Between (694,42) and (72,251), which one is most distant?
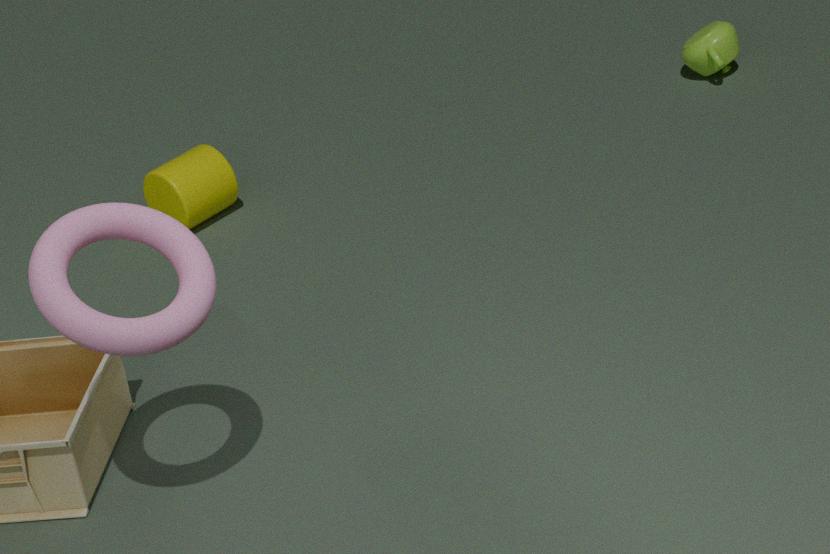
(694,42)
